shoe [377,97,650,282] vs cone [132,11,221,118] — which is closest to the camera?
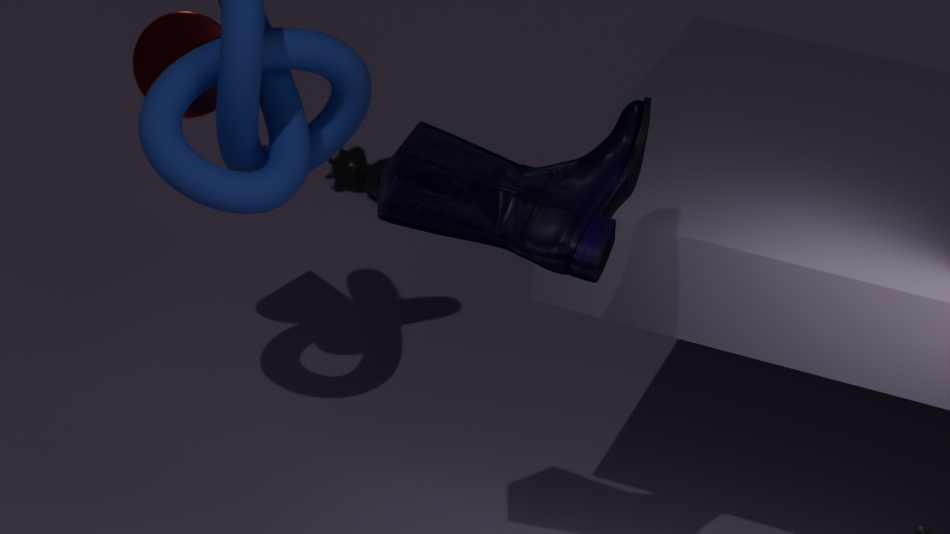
shoe [377,97,650,282]
